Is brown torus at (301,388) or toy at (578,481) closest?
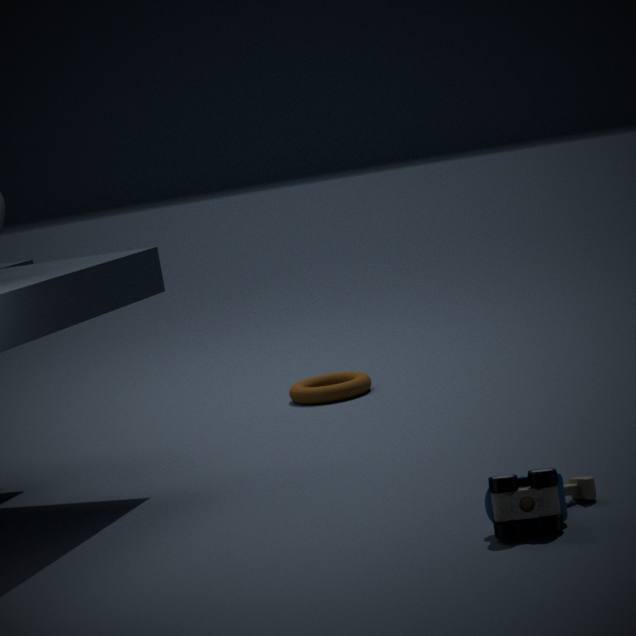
toy at (578,481)
